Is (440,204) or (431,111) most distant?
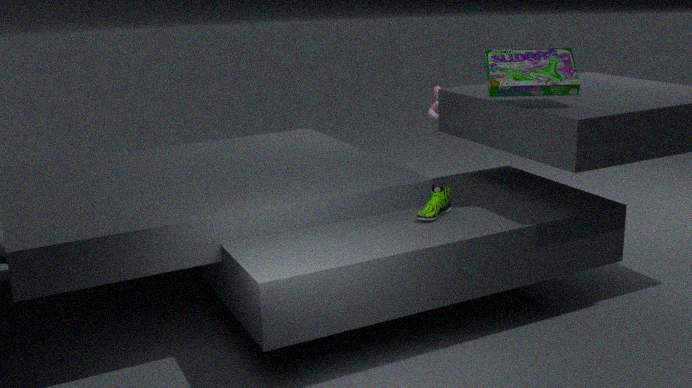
(431,111)
